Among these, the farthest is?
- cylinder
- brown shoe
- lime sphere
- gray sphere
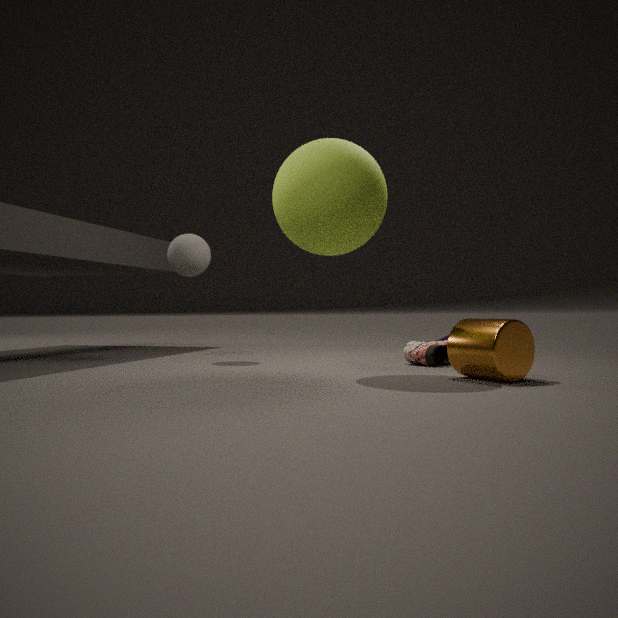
gray sphere
